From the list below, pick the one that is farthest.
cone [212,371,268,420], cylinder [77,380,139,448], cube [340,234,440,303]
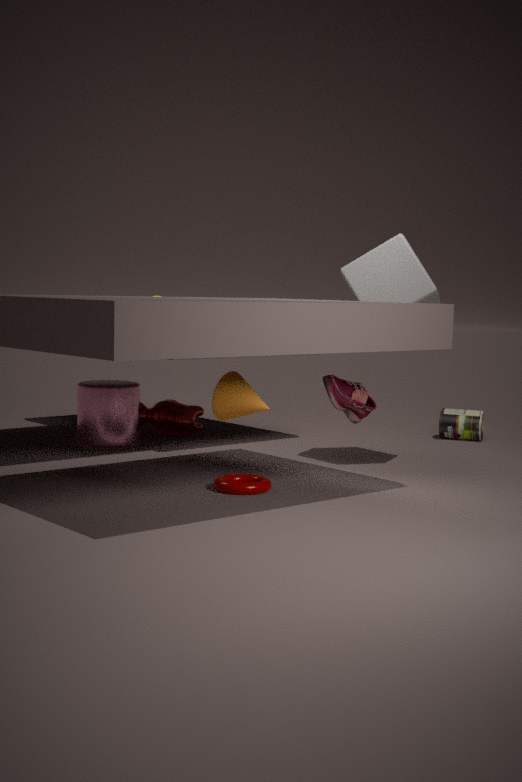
cylinder [77,380,139,448]
